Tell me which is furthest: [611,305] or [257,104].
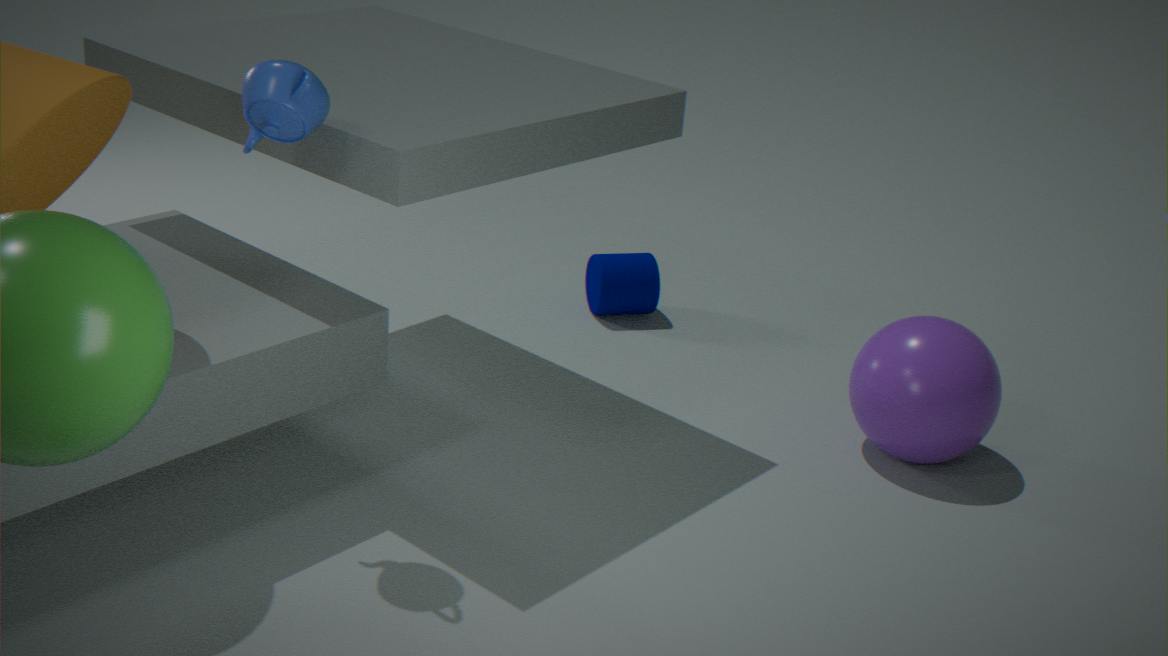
[611,305]
